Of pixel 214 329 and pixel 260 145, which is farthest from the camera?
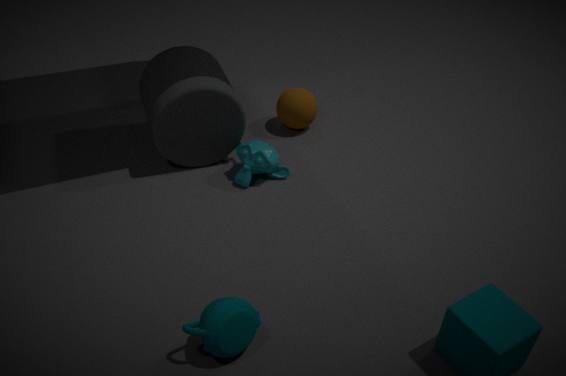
pixel 260 145
